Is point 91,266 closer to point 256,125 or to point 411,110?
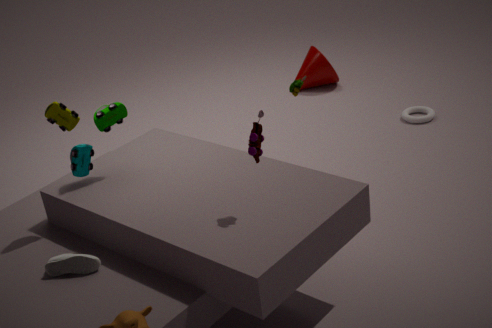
point 256,125
